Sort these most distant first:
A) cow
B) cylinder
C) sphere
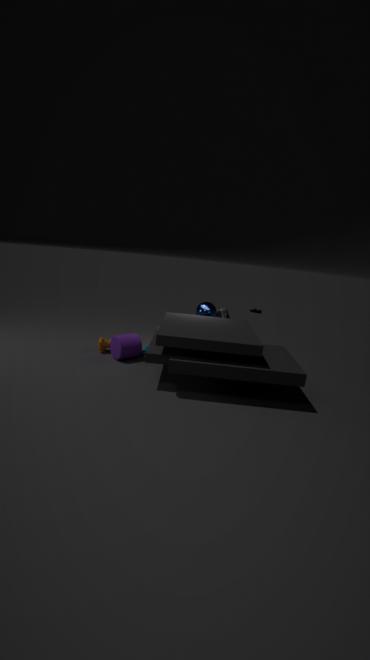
1. sphere
2. cow
3. cylinder
